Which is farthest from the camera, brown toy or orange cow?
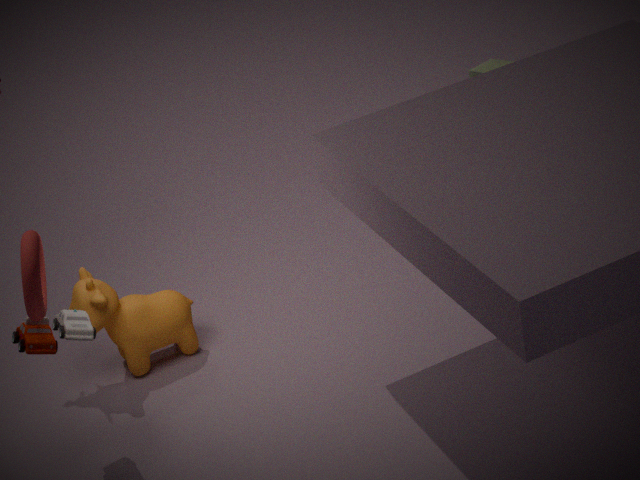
brown toy
